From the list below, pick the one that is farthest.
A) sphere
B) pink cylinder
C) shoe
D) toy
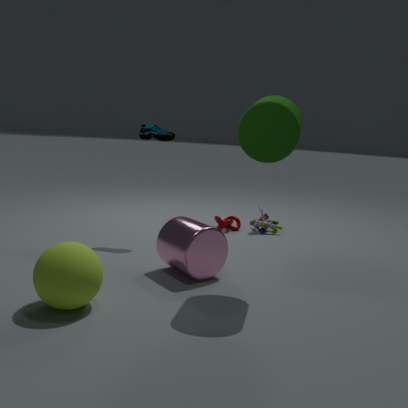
toy
